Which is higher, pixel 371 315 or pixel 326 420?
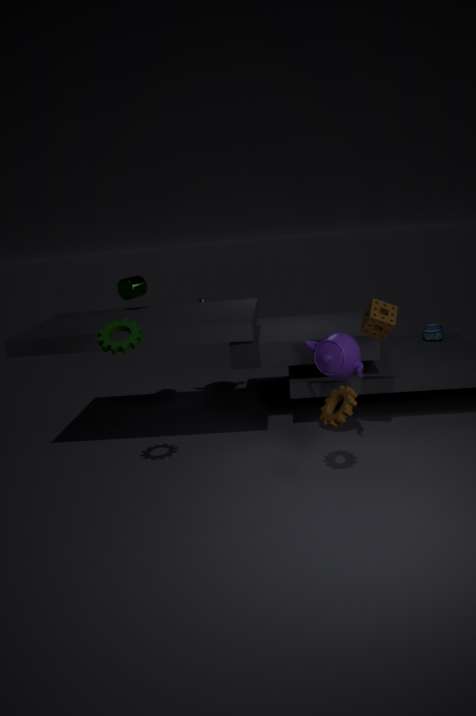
pixel 371 315
